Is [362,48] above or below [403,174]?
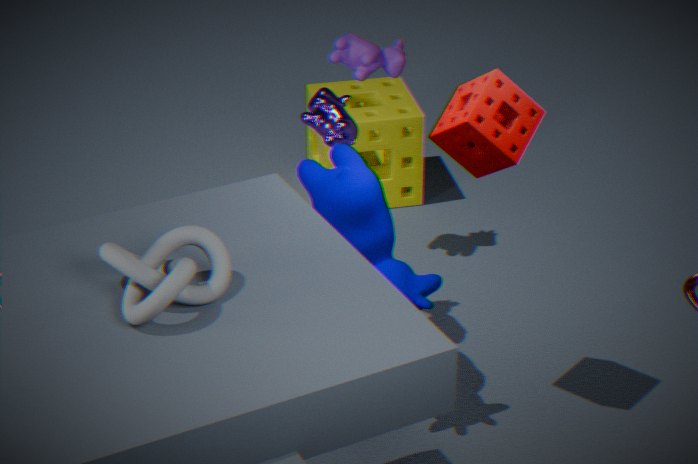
above
